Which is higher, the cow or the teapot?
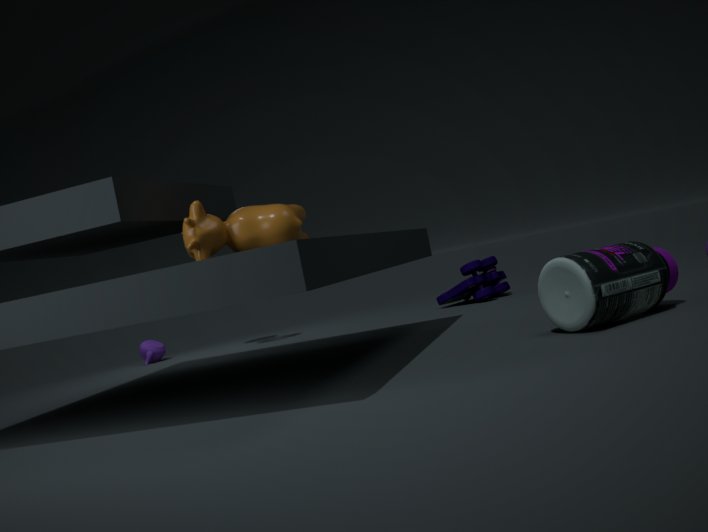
the cow
